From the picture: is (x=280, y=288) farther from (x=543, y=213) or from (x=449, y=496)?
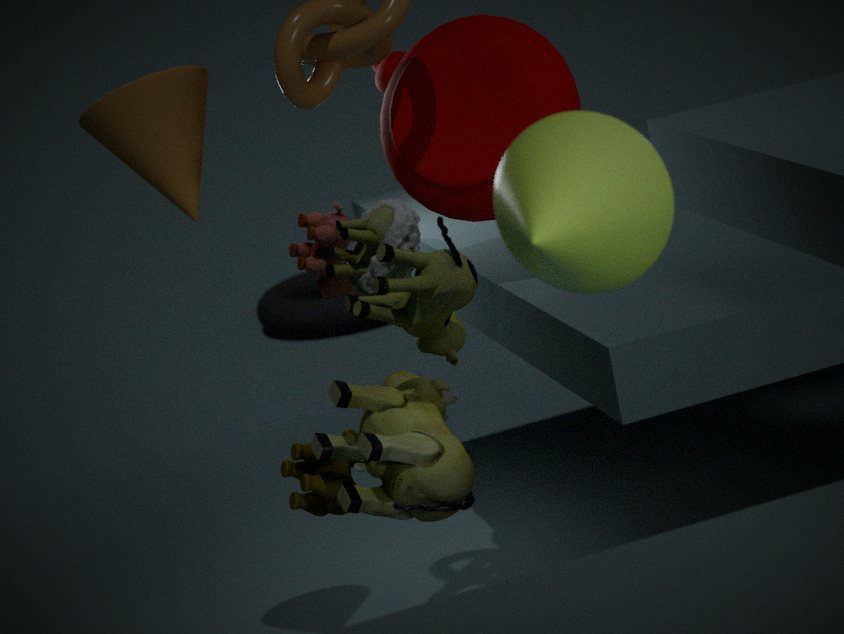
(x=543, y=213)
